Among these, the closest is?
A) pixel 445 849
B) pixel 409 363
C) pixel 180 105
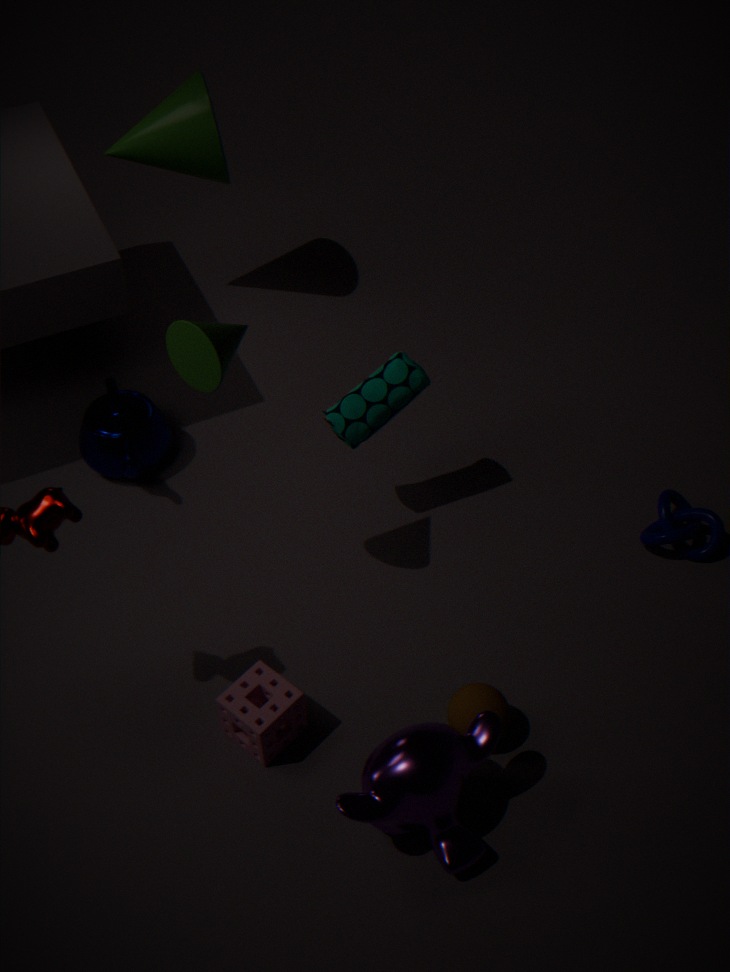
pixel 445 849
